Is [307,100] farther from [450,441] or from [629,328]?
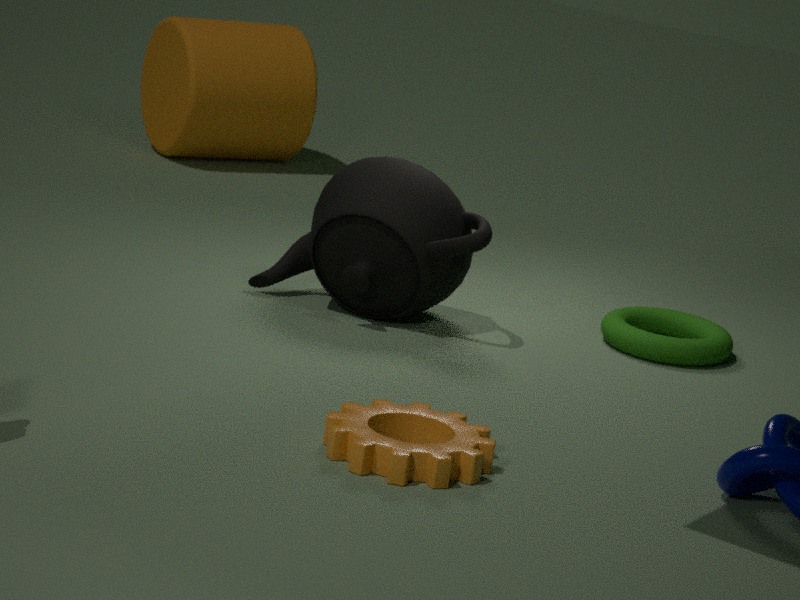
[450,441]
